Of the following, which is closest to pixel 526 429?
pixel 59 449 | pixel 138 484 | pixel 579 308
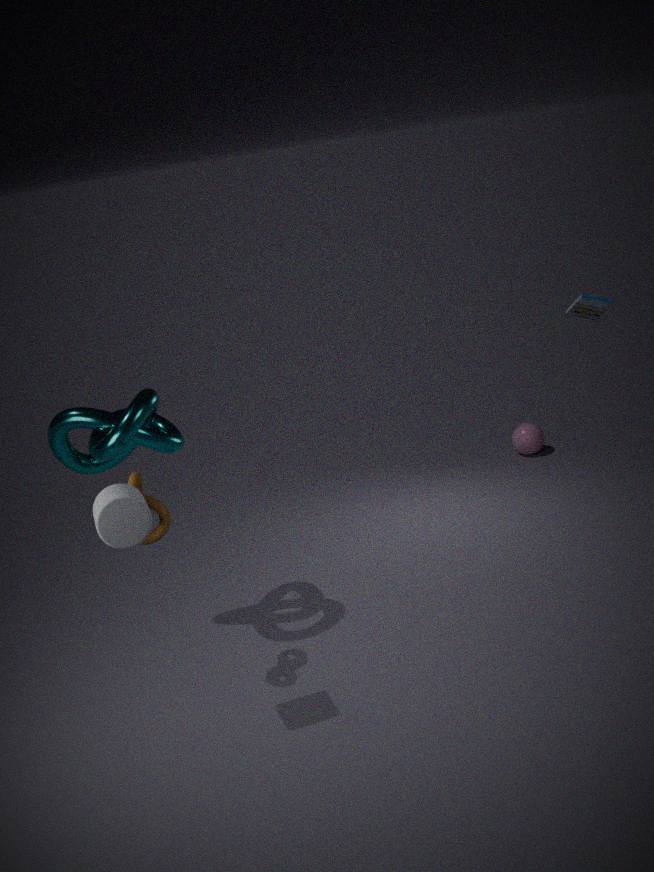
pixel 579 308
